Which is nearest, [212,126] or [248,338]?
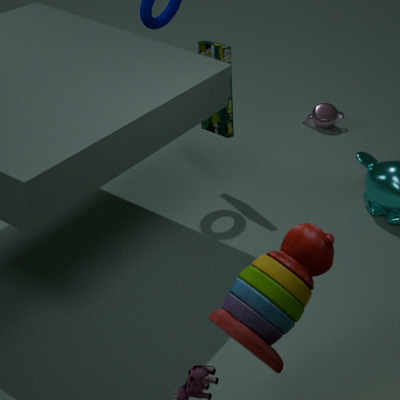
[248,338]
